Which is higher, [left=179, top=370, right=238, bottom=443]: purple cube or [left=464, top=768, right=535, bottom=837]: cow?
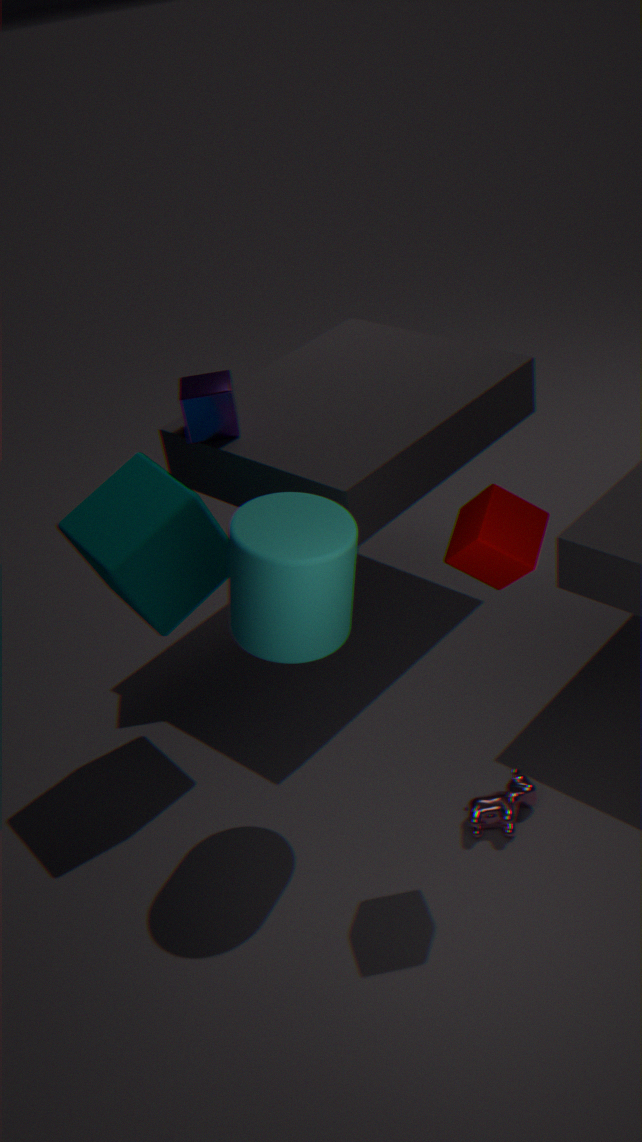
[left=179, top=370, right=238, bottom=443]: purple cube
